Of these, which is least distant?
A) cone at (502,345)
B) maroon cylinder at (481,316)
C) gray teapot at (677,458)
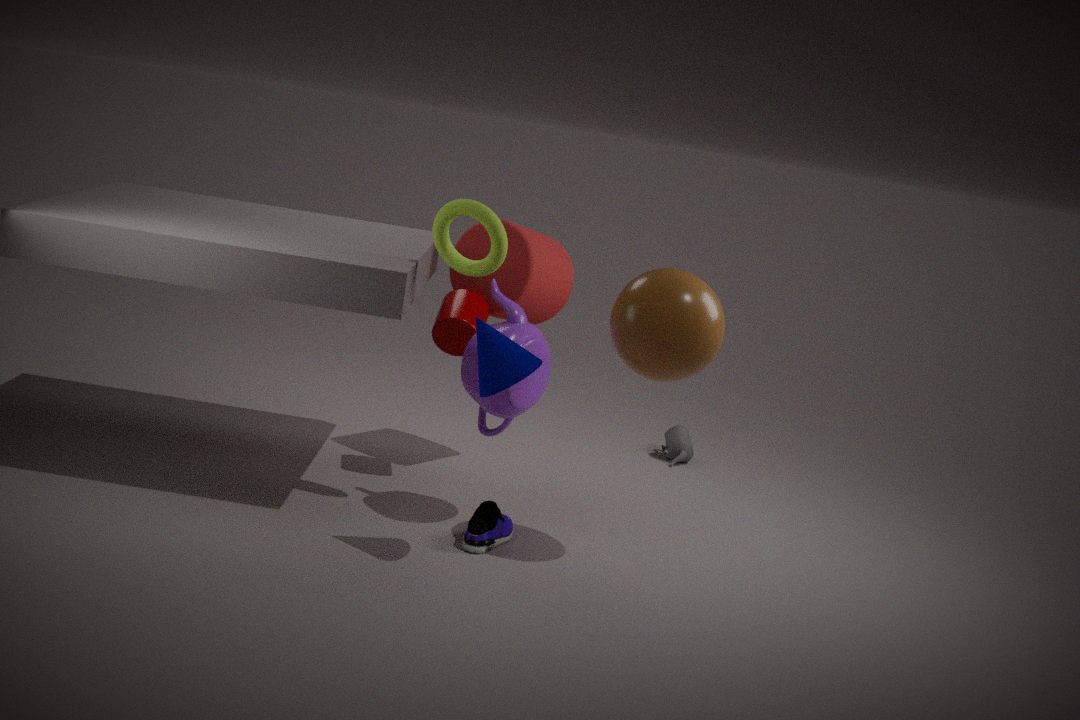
cone at (502,345)
